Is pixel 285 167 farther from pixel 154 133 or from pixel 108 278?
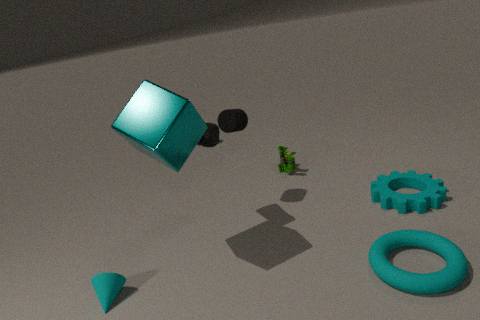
pixel 108 278
